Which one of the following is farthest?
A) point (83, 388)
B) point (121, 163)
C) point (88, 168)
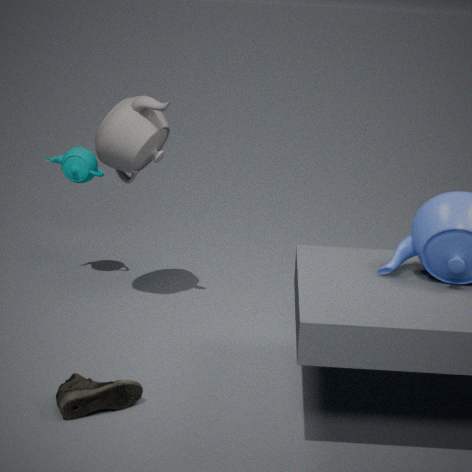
point (88, 168)
